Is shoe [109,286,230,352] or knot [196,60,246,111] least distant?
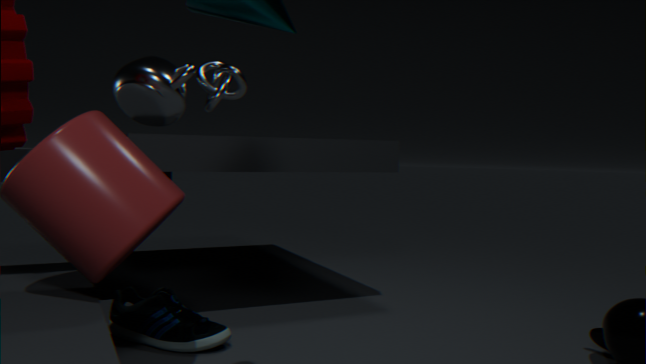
shoe [109,286,230,352]
